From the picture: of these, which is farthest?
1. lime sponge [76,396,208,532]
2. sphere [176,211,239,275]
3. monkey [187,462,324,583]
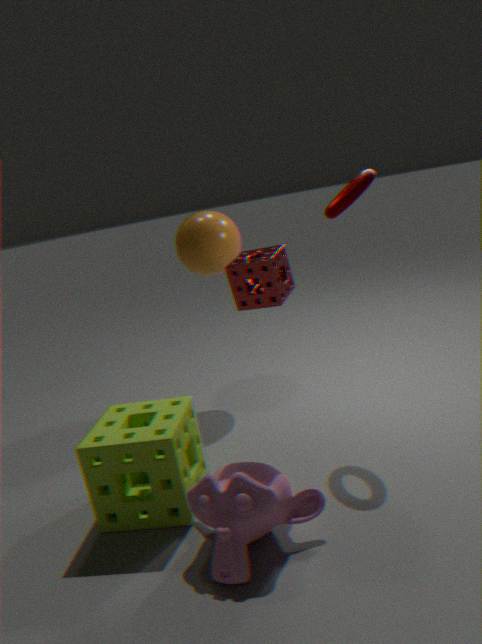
sphere [176,211,239,275]
